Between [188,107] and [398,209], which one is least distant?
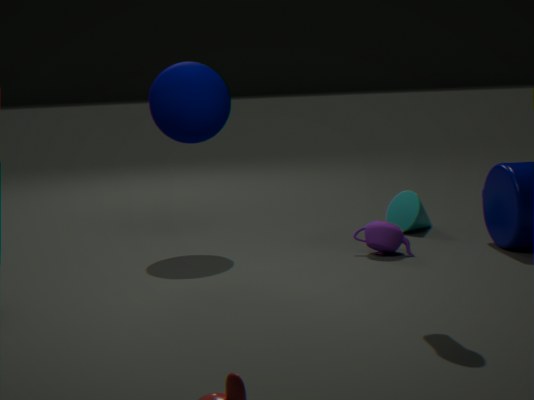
[188,107]
